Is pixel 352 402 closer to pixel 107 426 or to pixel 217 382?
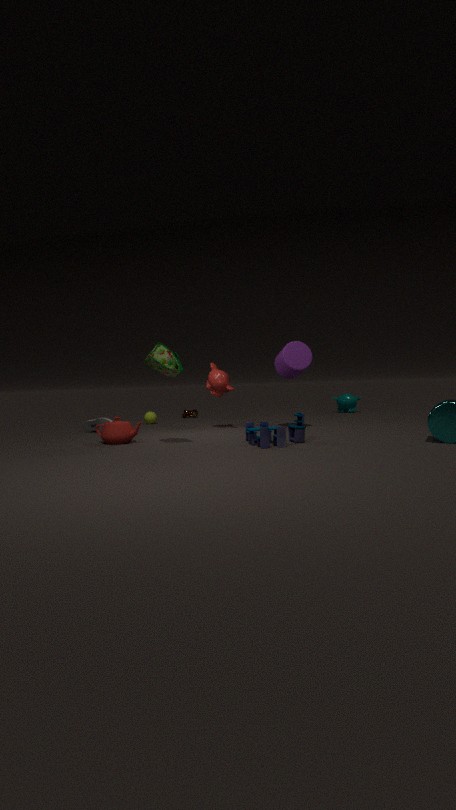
pixel 217 382
